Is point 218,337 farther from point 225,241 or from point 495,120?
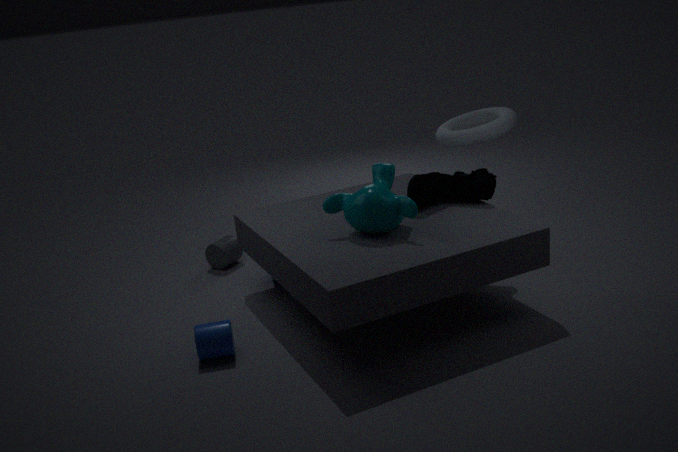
point 495,120
